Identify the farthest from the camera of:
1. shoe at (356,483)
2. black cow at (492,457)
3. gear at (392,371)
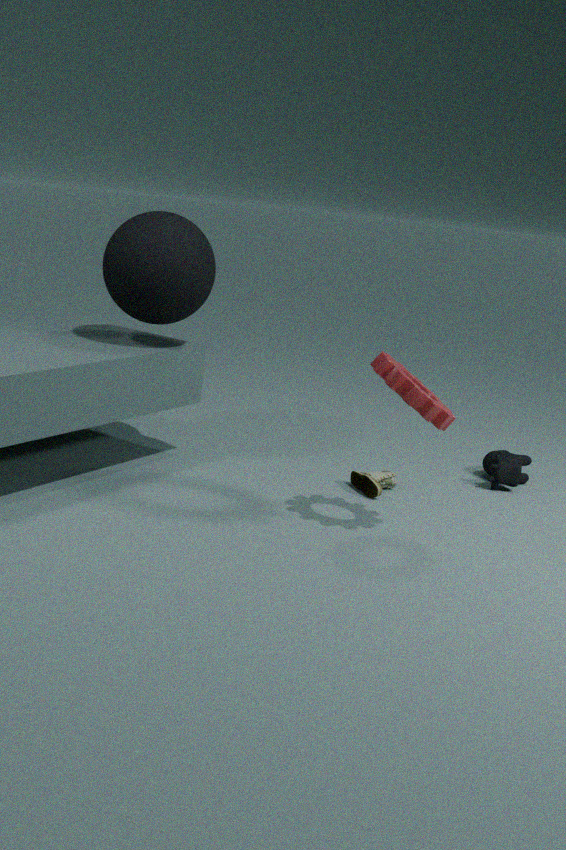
black cow at (492,457)
